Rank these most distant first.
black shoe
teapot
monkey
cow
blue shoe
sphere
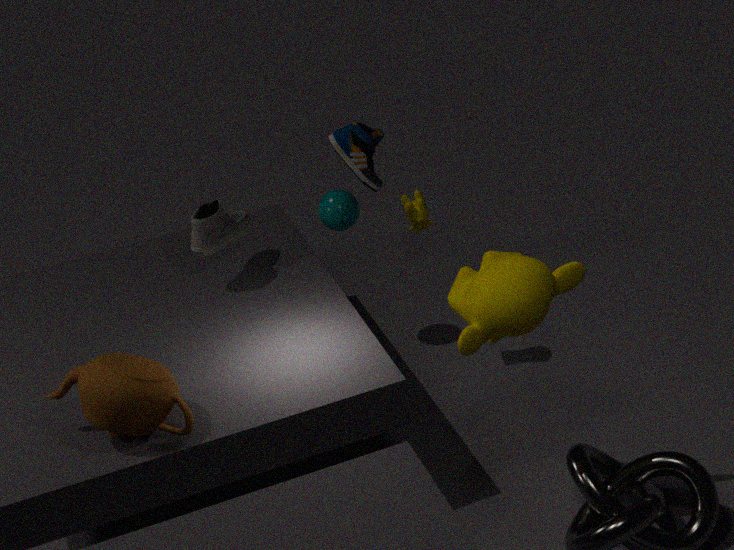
cow
sphere
black shoe
blue shoe
teapot
monkey
